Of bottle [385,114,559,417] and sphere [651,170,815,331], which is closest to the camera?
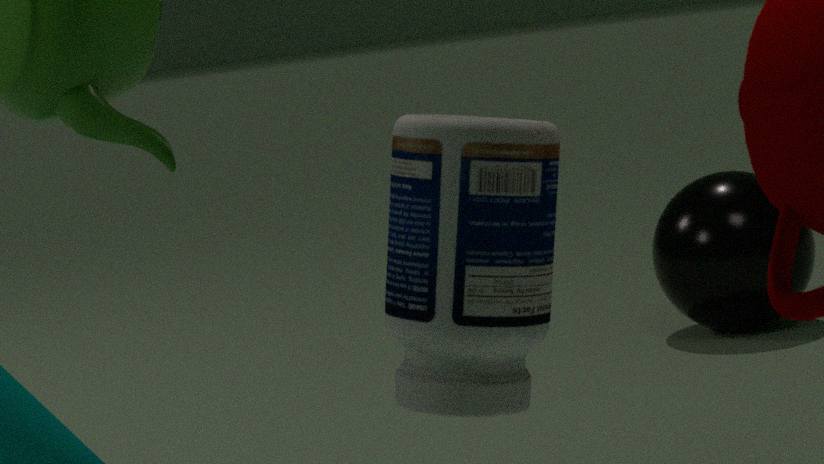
bottle [385,114,559,417]
